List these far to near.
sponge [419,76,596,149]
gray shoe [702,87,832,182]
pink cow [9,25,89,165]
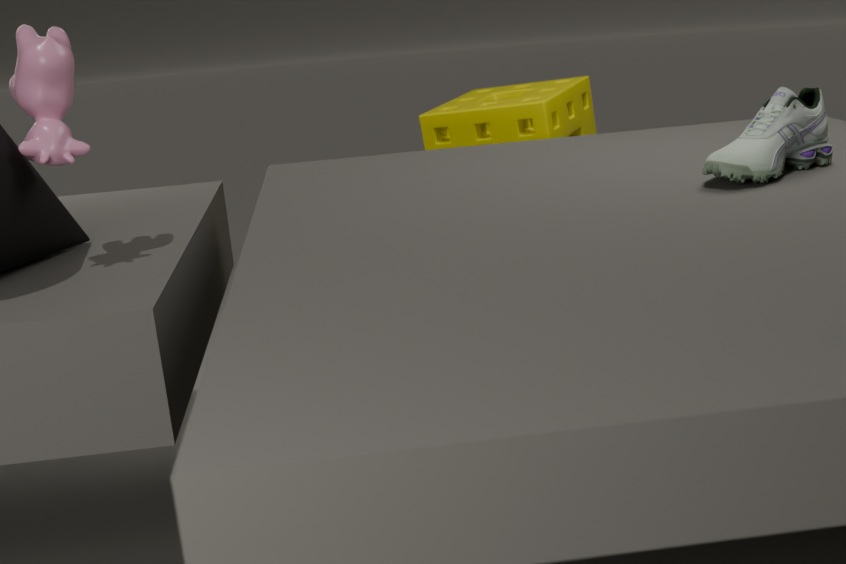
sponge [419,76,596,149], pink cow [9,25,89,165], gray shoe [702,87,832,182]
